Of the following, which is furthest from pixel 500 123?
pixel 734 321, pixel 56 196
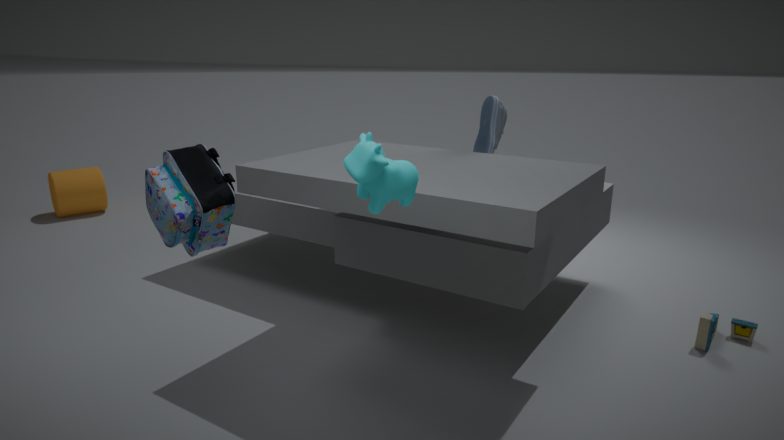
pixel 56 196
